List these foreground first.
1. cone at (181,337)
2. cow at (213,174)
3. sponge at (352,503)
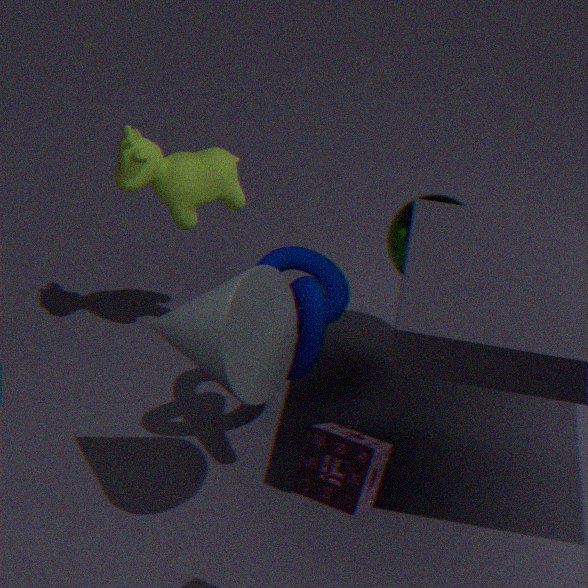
1. sponge at (352,503)
2. cone at (181,337)
3. cow at (213,174)
